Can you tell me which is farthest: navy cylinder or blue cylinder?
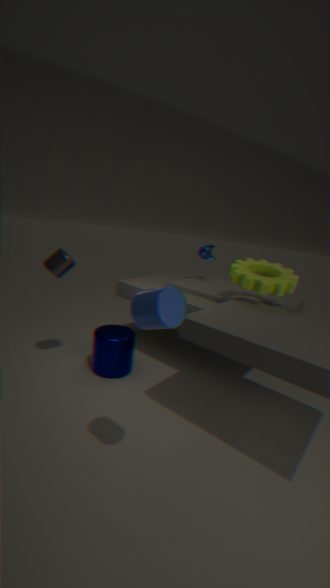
navy cylinder
